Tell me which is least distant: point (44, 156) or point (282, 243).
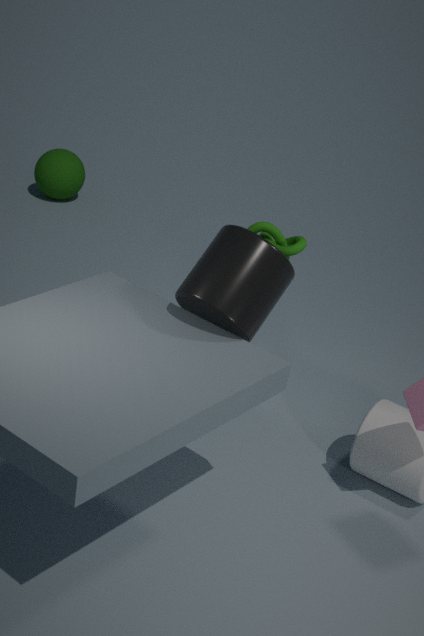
point (282, 243)
